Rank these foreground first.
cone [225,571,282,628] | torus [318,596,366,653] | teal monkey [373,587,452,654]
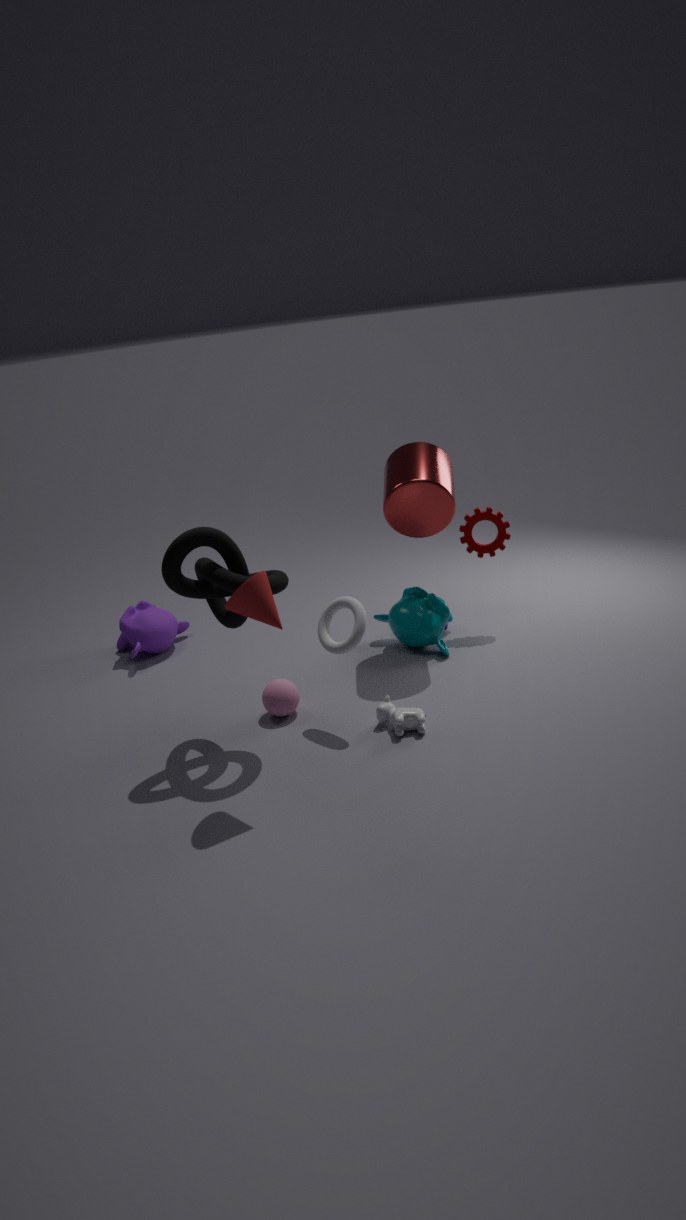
cone [225,571,282,628], torus [318,596,366,653], teal monkey [373,587,452,654]
